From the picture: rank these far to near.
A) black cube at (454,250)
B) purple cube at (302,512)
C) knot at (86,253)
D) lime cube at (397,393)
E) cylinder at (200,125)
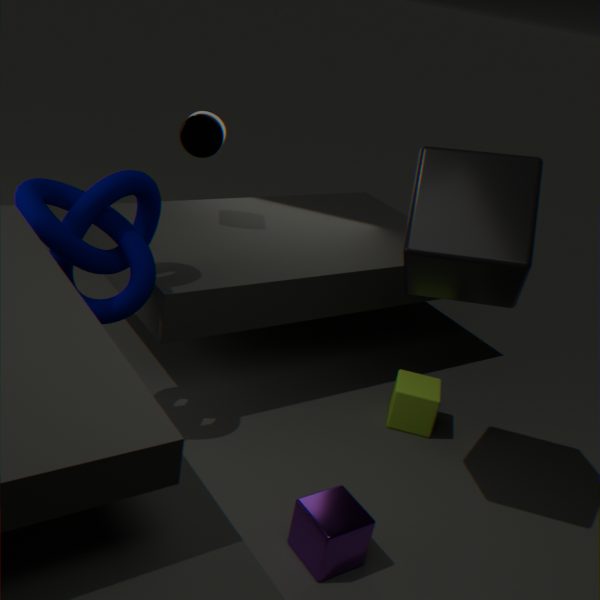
cylinder at (200,125) < lime cube at (397,393) < knot at (86,253) < purple cube at (302,512) < black cube at (454,250)
